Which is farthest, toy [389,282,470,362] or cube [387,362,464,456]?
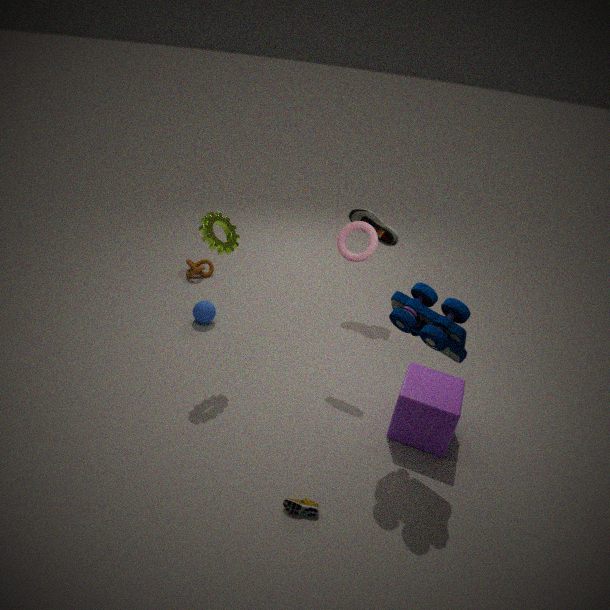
cube [387,362,464,456]
